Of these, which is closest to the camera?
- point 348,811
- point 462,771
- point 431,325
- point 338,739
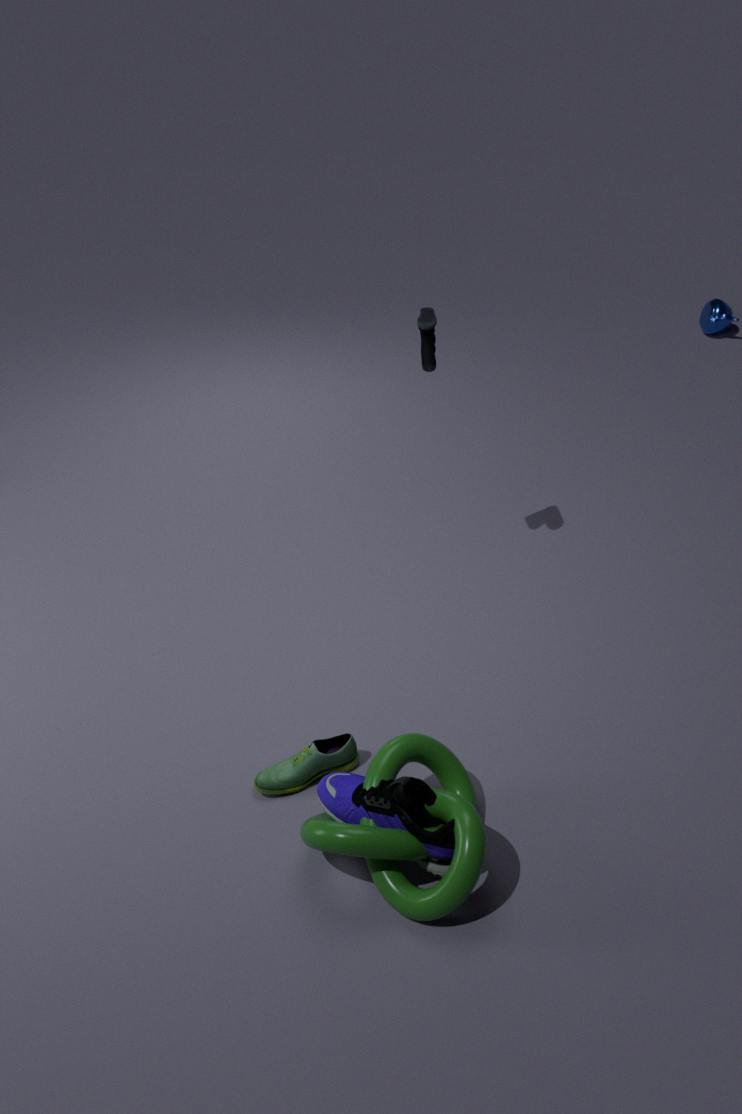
point 348,811
